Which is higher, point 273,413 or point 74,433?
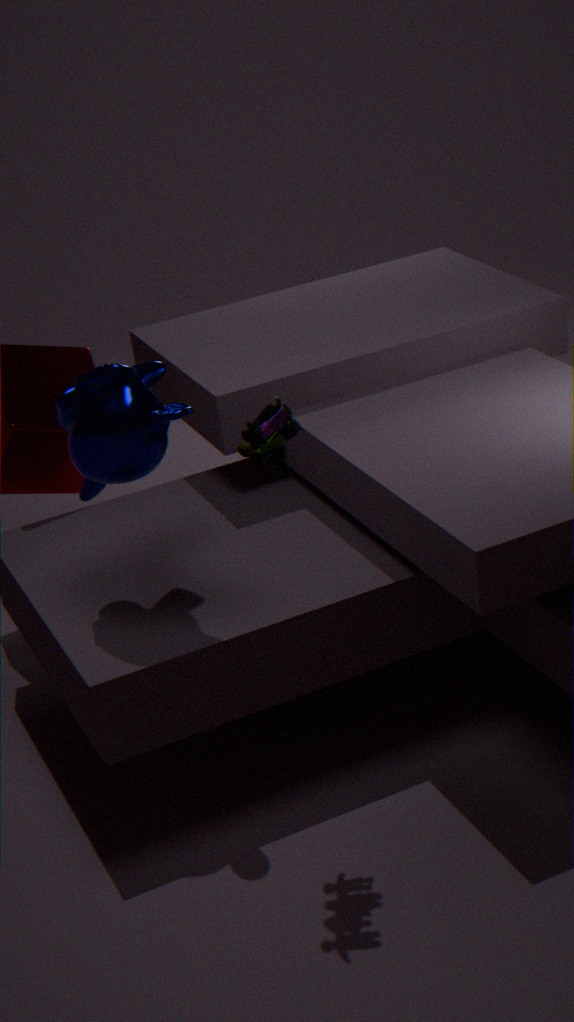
point 273,413
